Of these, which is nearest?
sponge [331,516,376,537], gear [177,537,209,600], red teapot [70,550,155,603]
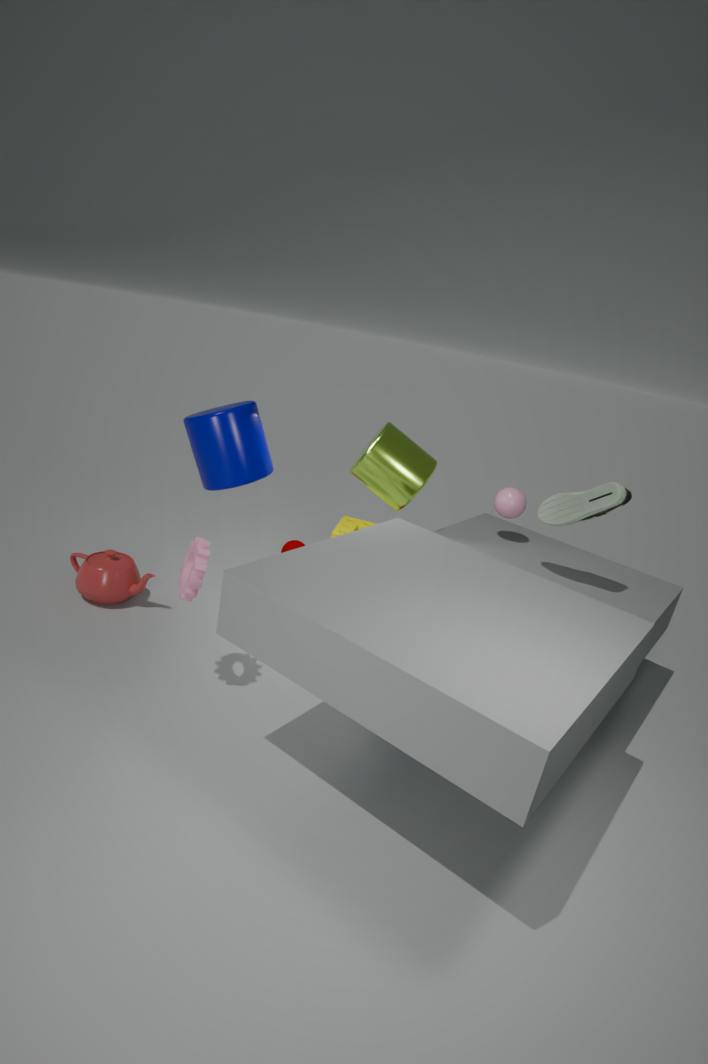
gear [177,537,209,600]
